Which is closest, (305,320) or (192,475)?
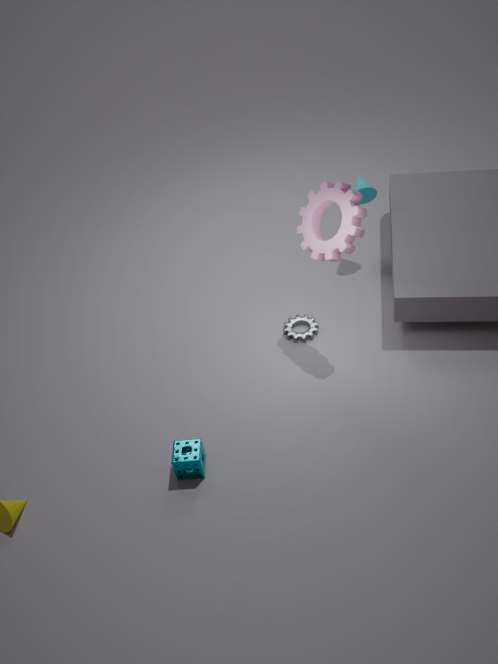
(192,475)
